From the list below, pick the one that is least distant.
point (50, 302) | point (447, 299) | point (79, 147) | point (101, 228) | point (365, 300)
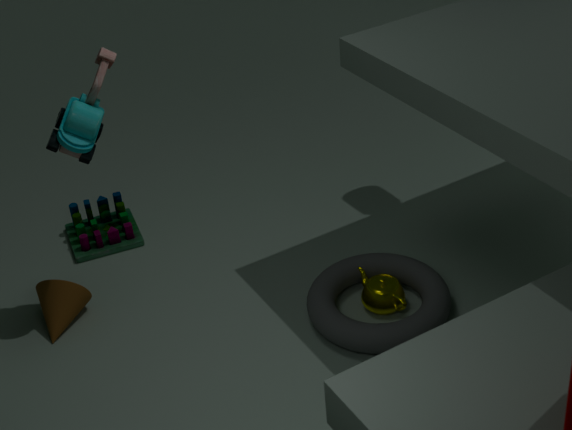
point (79, 147)
